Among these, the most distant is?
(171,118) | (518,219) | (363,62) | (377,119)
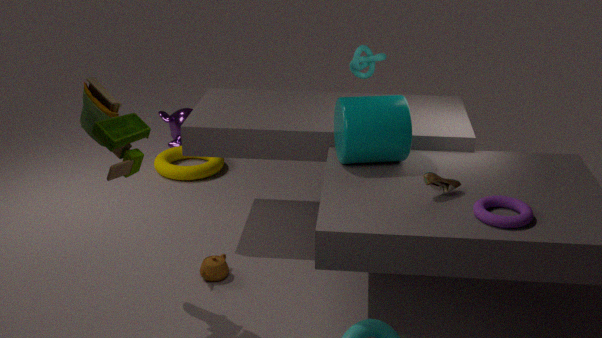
(171,118)
